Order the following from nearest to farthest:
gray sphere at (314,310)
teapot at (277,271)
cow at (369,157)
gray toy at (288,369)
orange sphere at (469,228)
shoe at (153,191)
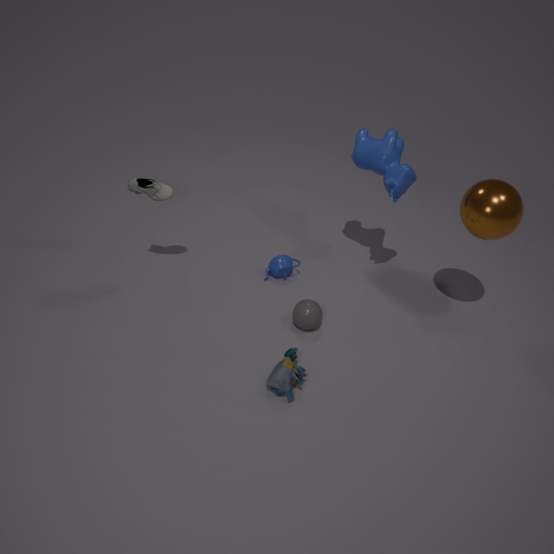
1. gray toy at (288,369)
2. orange sphere at (469,228)
3. shoe at (153,191)
4. gray sphere at (314,310)
5. cow at (369,157)
6. teapot at (277,271)
